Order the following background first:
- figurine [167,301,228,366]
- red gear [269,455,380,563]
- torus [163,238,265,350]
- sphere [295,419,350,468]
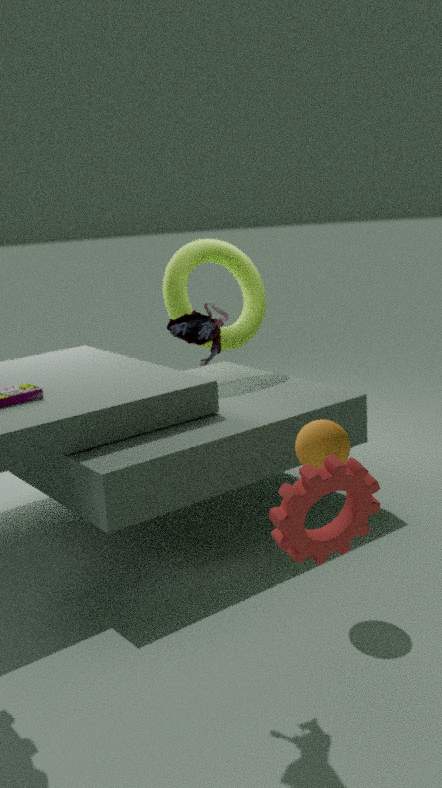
1. torus [163,238,265,350]
2. sphere [295,419,350,468]
3. figurine [167,301,228,366]
4. red gear [269,455,380,563]
